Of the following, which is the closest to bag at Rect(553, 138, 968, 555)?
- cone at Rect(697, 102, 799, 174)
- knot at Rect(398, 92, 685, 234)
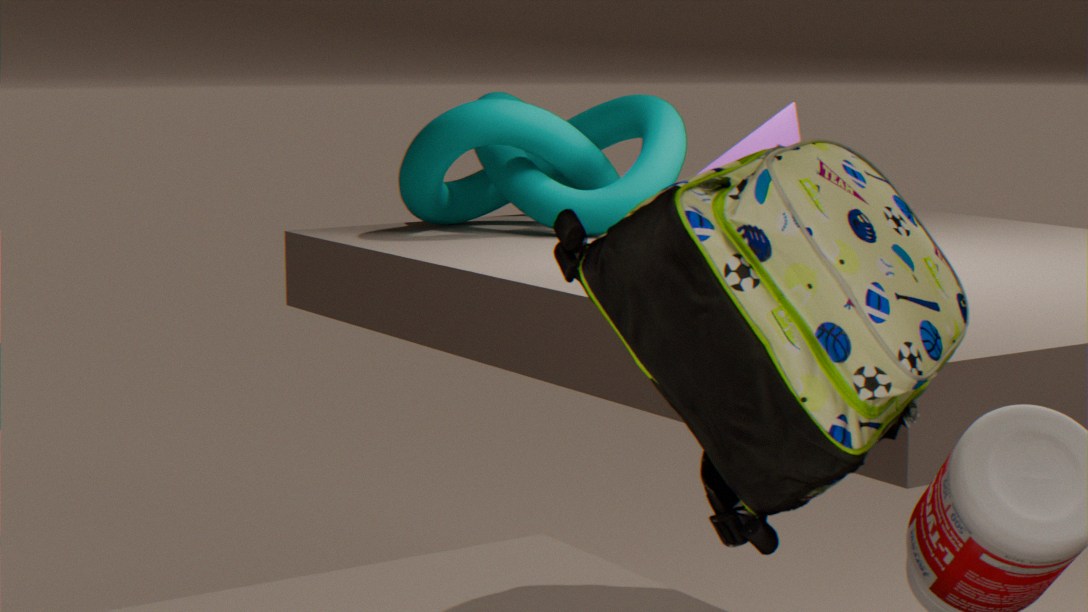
cone at Rect(697, 102, 799, 174)
